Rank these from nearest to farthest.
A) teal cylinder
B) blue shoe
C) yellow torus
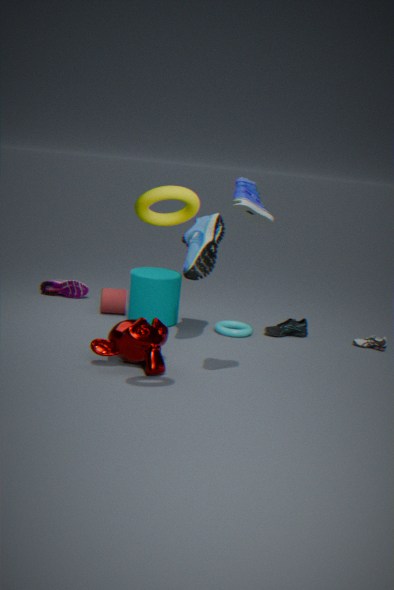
yellow torus → blue shoe → teal cylinder
